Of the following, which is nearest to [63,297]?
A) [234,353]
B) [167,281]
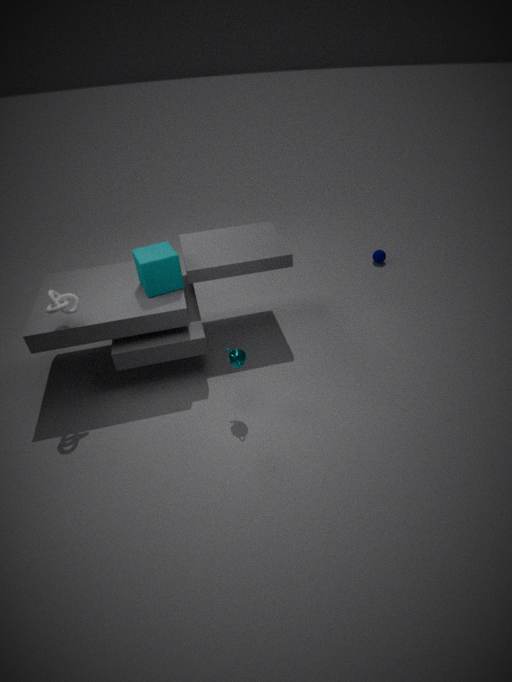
[167,281]
